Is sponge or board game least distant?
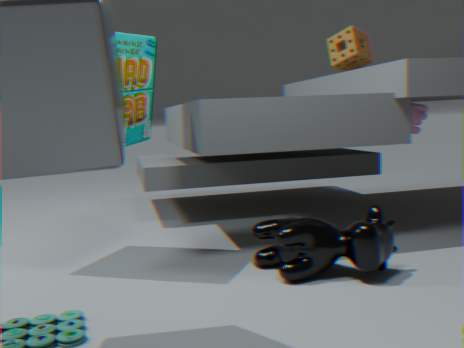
board game
